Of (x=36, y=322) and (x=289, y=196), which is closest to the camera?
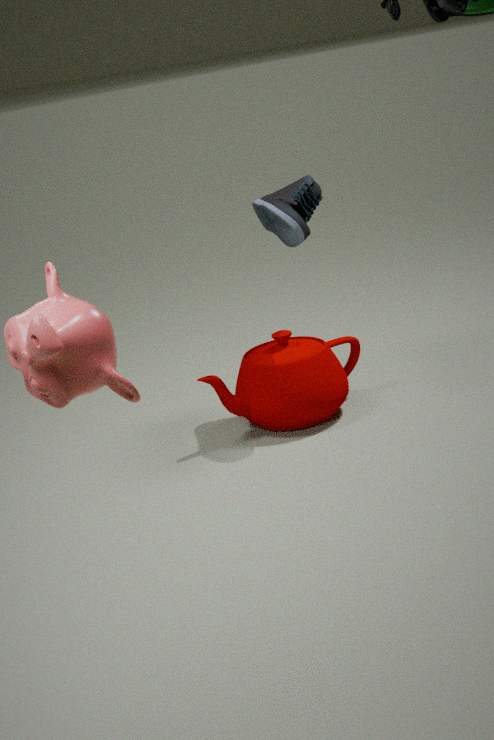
(x=36, y=322)
